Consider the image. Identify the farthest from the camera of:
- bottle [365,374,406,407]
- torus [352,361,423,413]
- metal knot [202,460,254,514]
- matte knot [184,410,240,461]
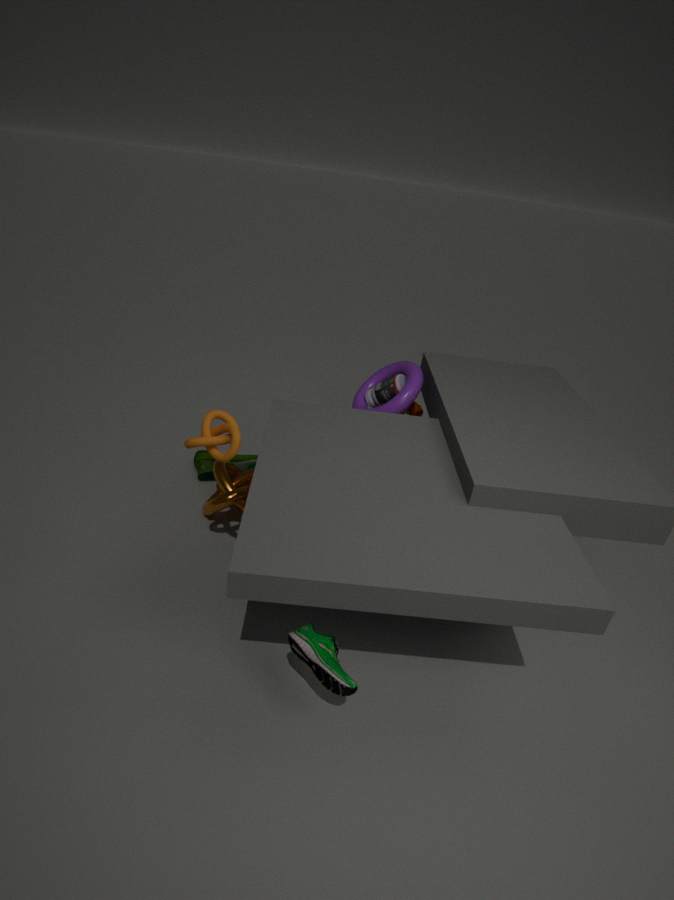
bottle [365,374,406,407]
